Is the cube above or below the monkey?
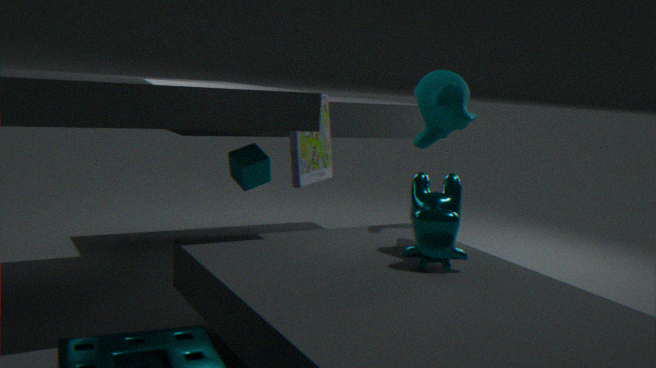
below
